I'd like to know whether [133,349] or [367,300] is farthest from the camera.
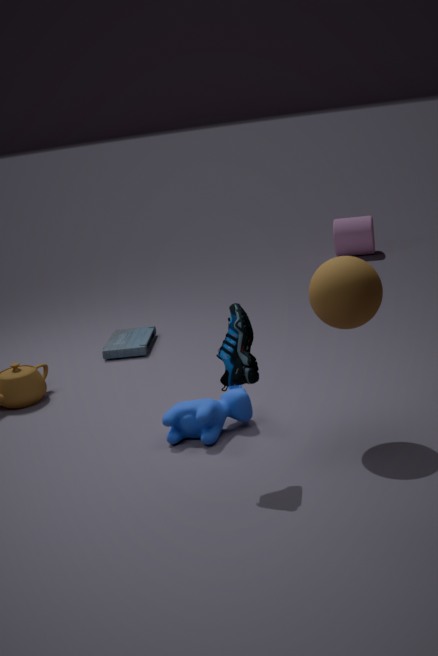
[133,349]
